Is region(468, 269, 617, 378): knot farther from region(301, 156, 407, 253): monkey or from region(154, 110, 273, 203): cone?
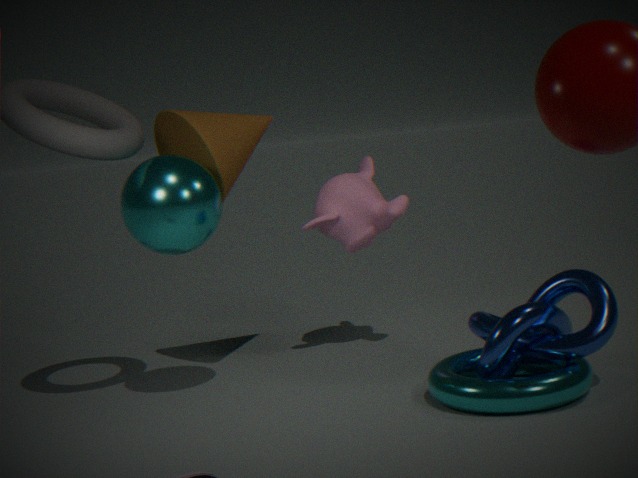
region(154, 110, 273, 203): cone
